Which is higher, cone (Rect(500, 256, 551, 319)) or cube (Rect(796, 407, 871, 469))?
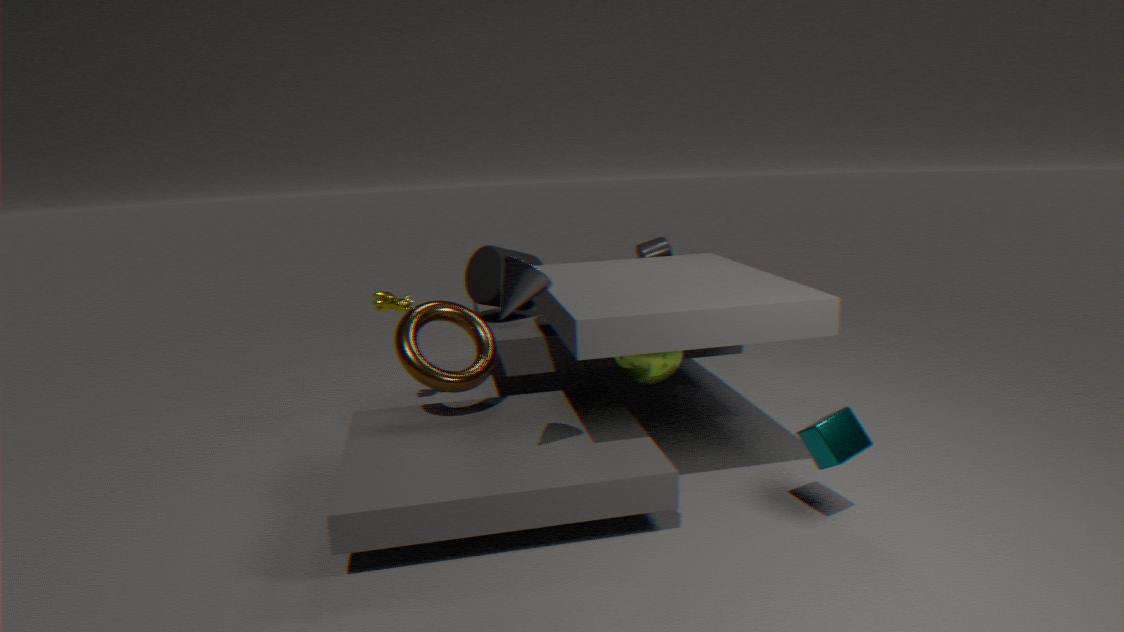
cone (Rect(500, 256, 551, 319))
